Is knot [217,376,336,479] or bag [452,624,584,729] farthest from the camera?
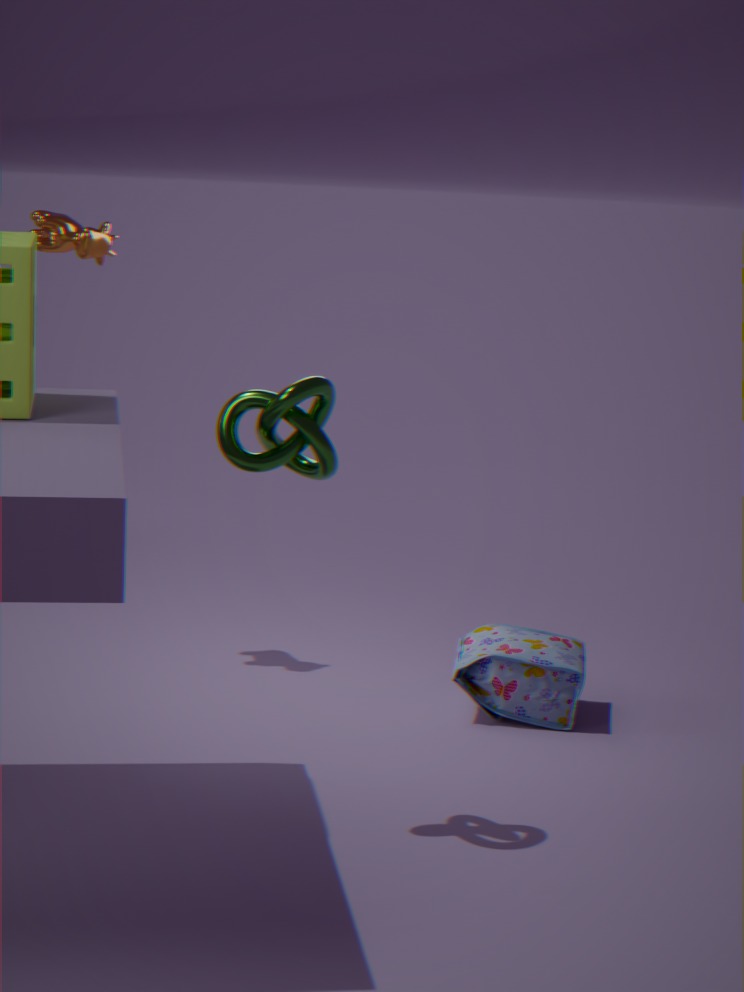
bag [452,624,584,729]
